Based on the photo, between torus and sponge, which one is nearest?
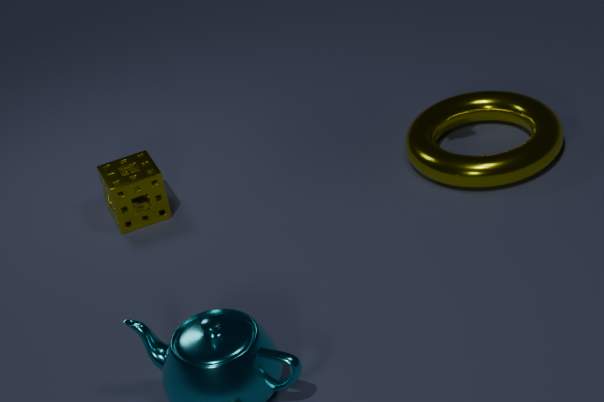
torus
